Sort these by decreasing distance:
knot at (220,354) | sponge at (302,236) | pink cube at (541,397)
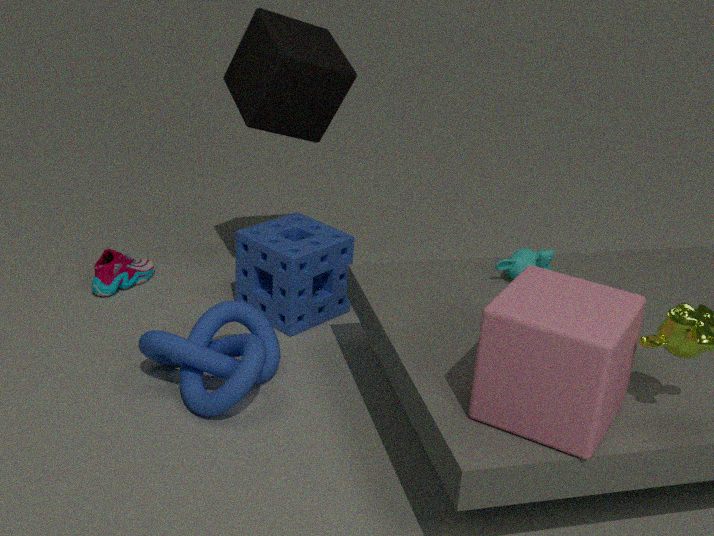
1. sponge at (302,236)
2. knot at (220,354)
3. pink cube at (541,397)
